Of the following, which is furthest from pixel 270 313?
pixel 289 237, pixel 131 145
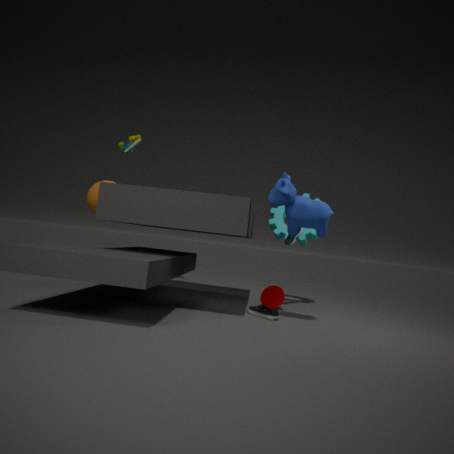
pixel 131 145
